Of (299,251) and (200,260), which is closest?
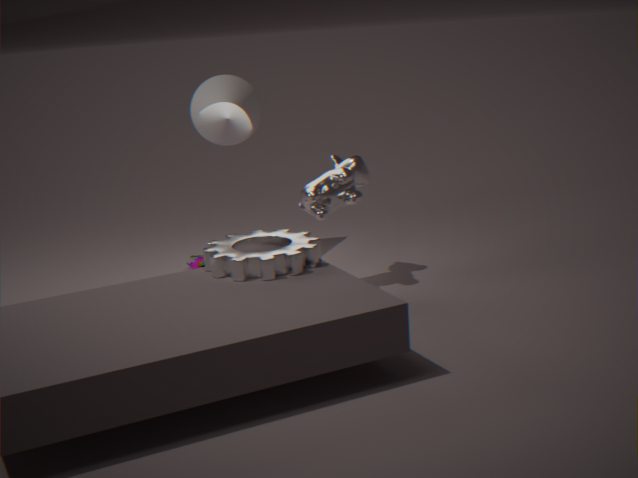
(299,251)
